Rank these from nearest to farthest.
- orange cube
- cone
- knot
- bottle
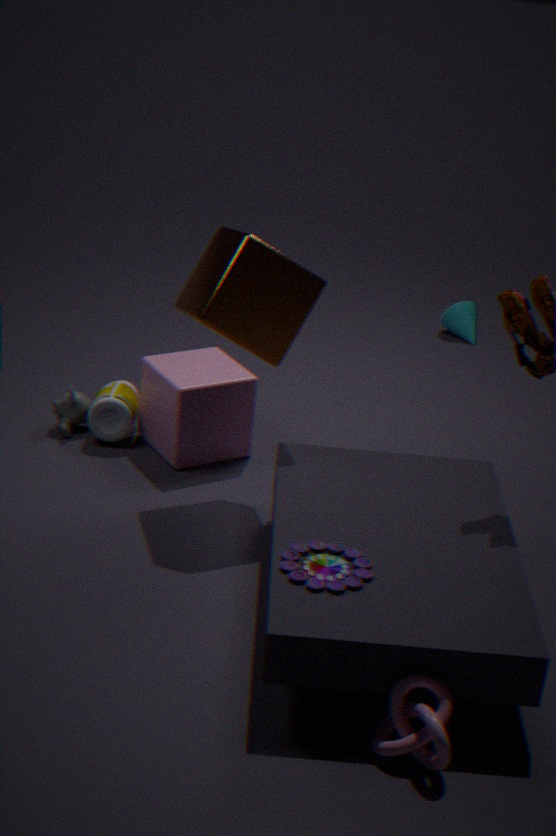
1. knot
2. orange cube
3. bottle
4. cone
